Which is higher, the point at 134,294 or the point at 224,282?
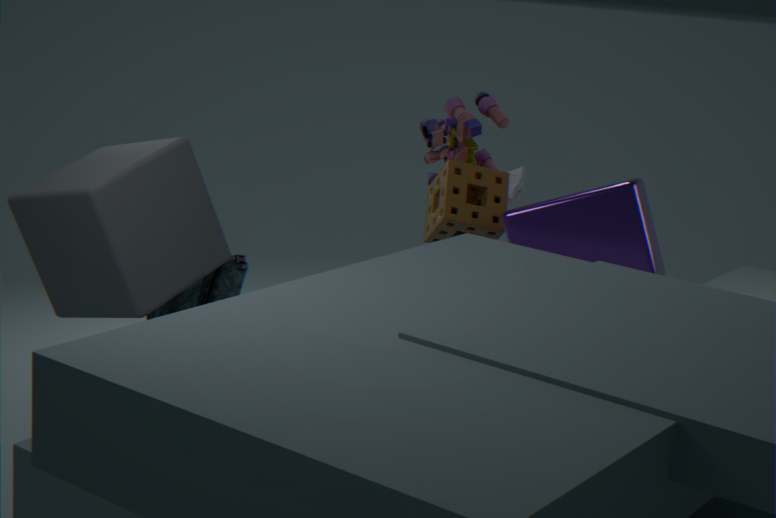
the point at 134,294
